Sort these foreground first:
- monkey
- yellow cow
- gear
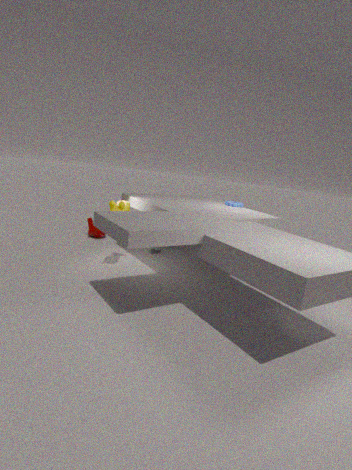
yellow cow, gear, monkey
